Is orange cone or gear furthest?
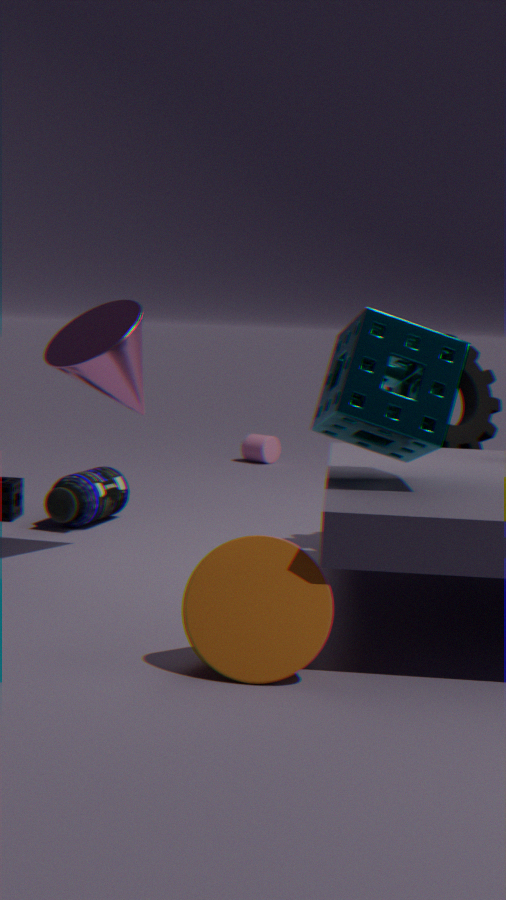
gear
